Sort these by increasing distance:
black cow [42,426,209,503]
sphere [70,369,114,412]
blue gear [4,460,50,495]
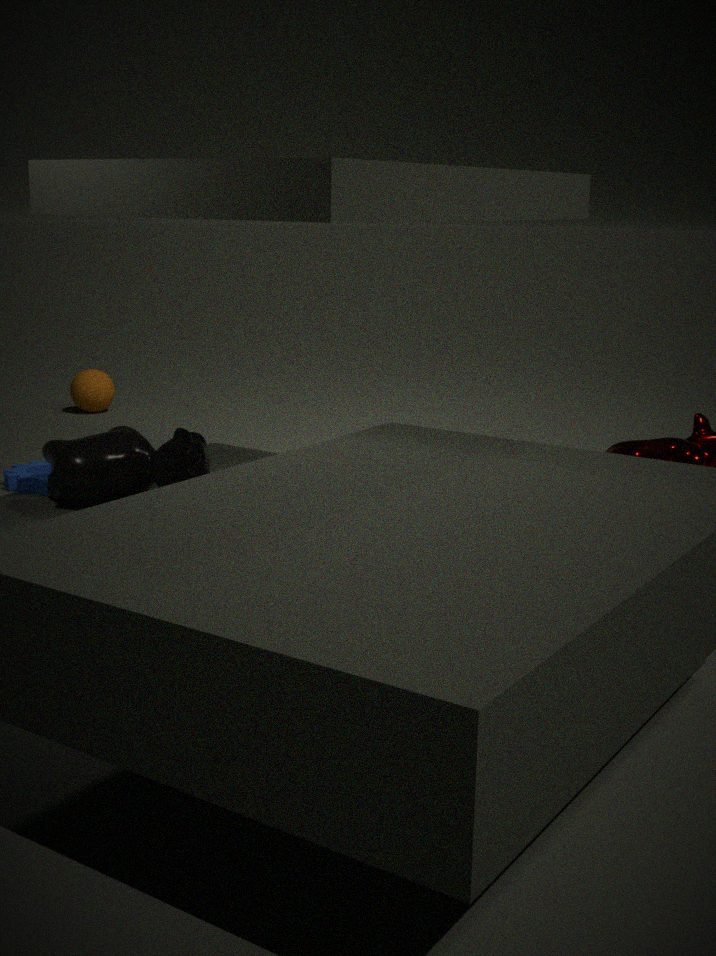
black cow [42,426,209,503] → blue gear [4,460,50,495] → sphere [70,369,114,412]
